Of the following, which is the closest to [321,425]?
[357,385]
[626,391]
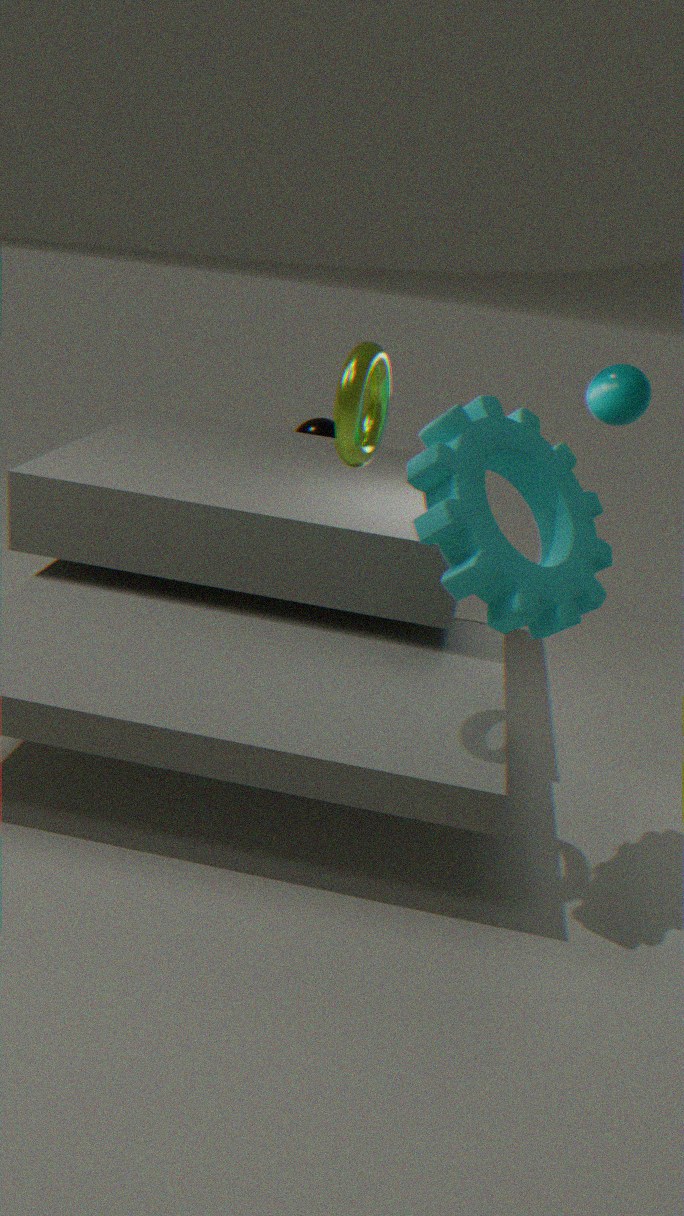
[626,391]
